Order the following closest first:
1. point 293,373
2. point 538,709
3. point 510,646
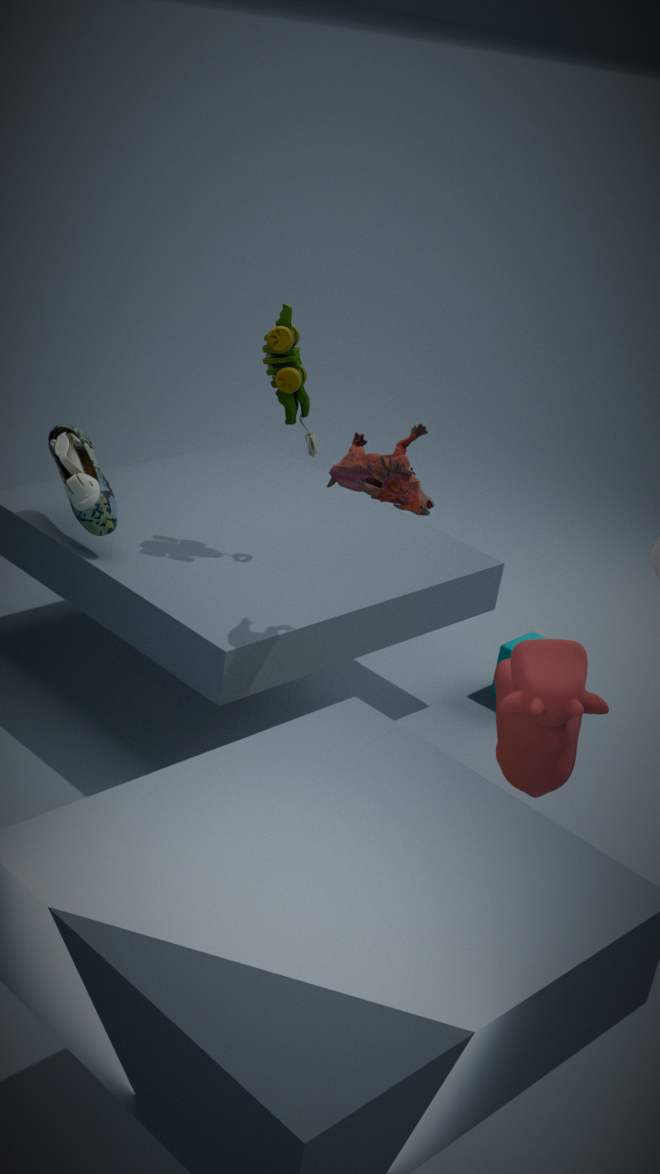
1. point 538,709
2. point 293,373
3. point 510,646
